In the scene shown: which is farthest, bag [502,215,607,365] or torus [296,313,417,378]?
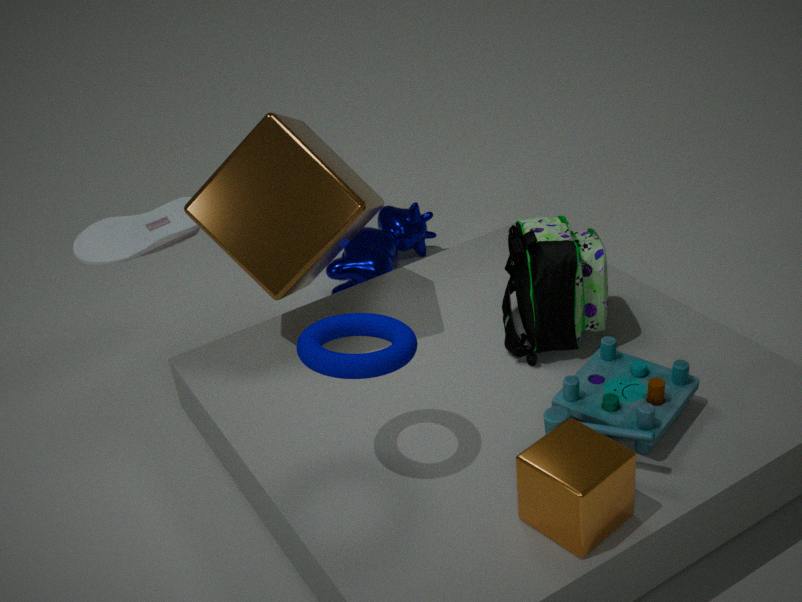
bag [502,215,607,365]
